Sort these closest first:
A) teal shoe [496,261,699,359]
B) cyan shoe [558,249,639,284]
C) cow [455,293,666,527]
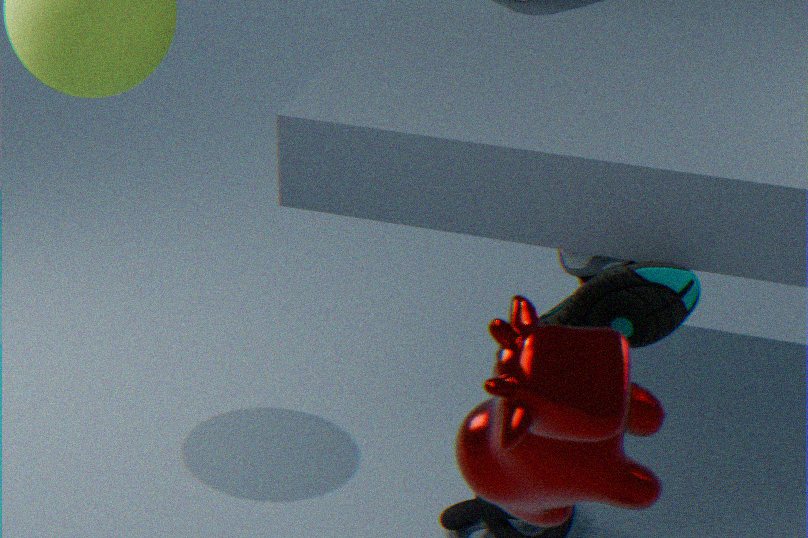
cow [455,293,666,527]
teal shoe [496,261,699,359]
cyan shoe [558,249,639,284]
